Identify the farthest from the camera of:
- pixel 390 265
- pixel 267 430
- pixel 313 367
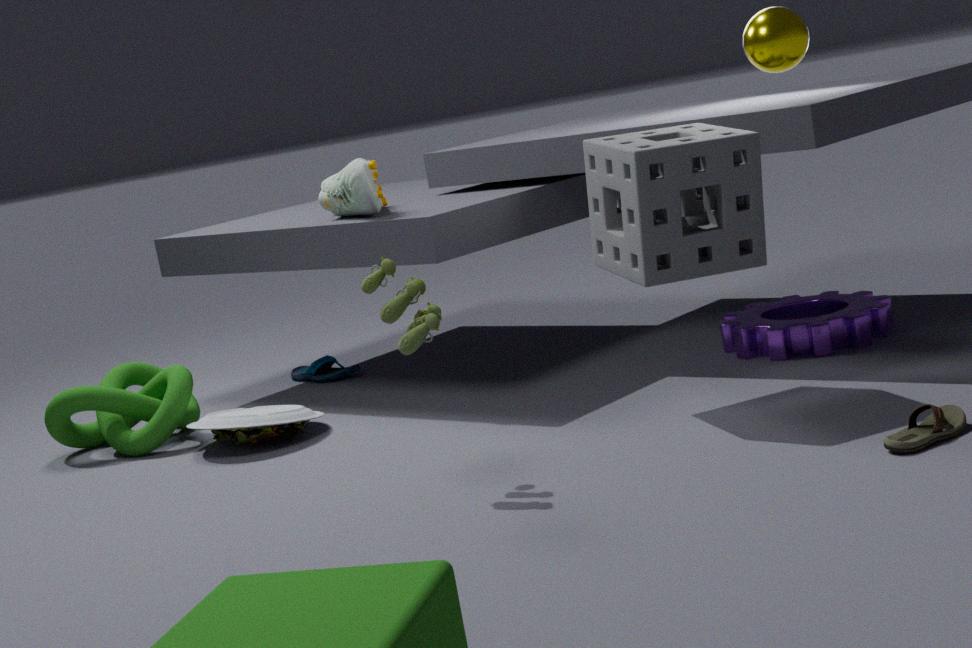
pixel 313 367
